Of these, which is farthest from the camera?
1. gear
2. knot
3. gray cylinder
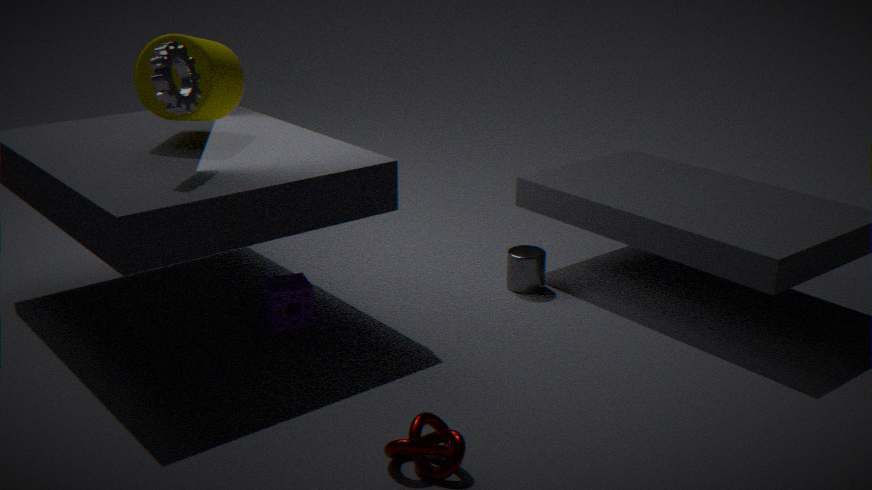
gray cylinder
